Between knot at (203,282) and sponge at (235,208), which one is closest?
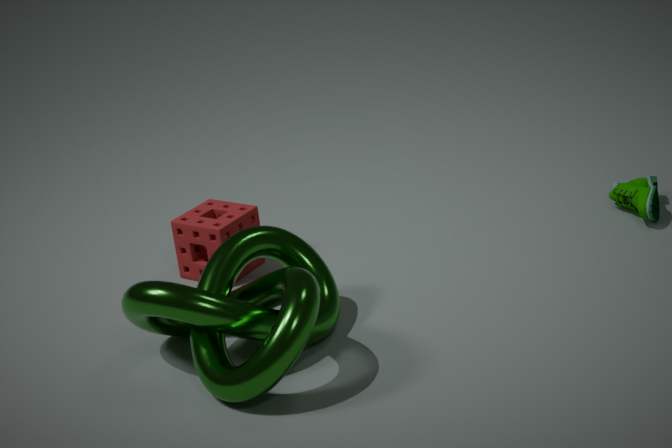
knot at (203,282)
